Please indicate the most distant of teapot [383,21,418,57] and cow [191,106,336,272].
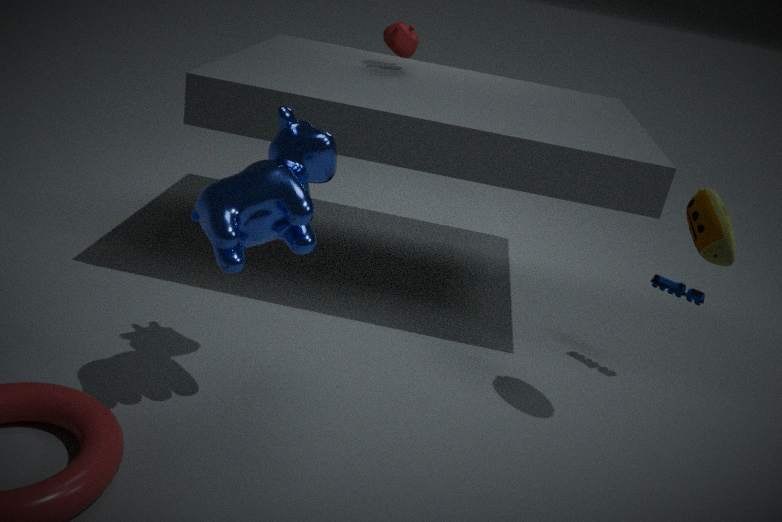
teapot [383,21,418,57]
